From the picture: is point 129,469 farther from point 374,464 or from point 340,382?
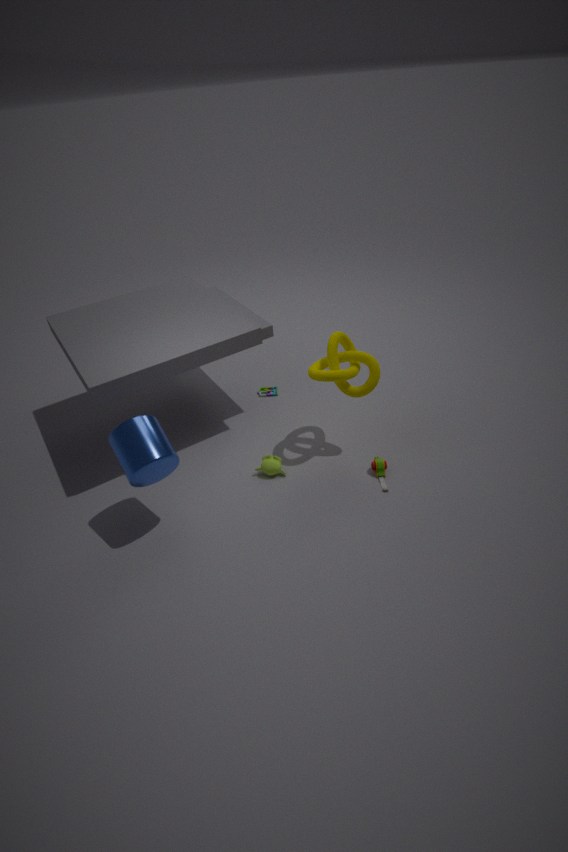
point 374,464
